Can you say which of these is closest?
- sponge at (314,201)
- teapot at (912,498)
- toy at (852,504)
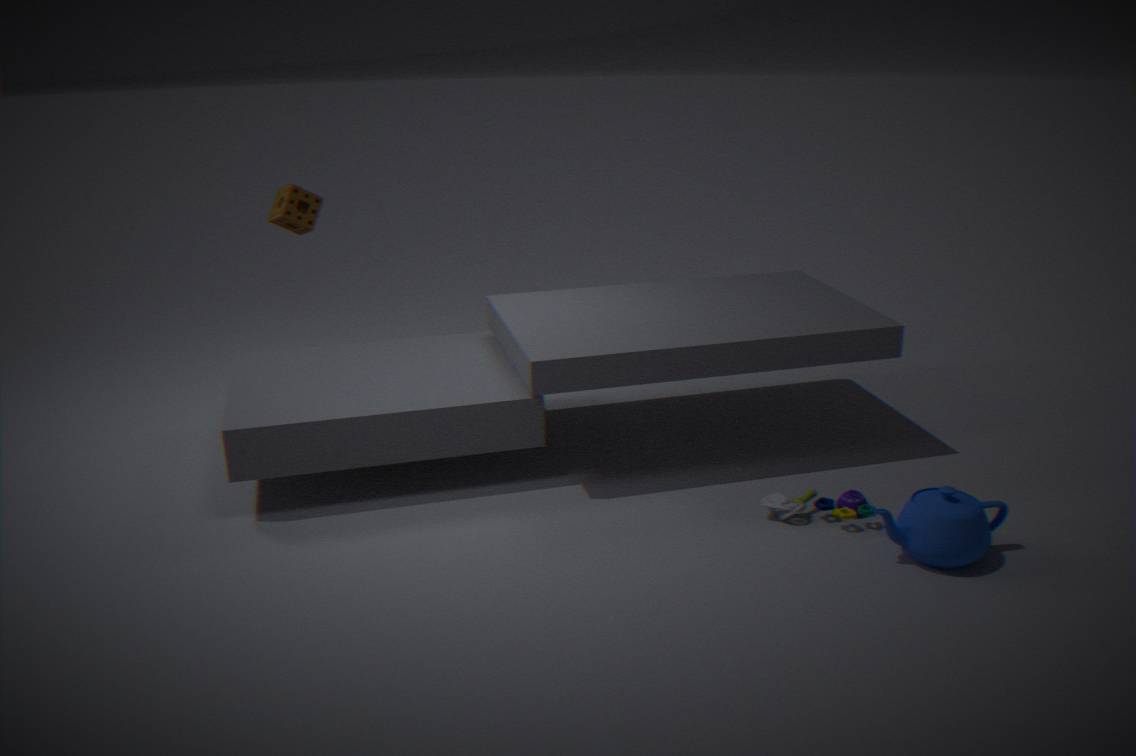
teapot at (912,498)
